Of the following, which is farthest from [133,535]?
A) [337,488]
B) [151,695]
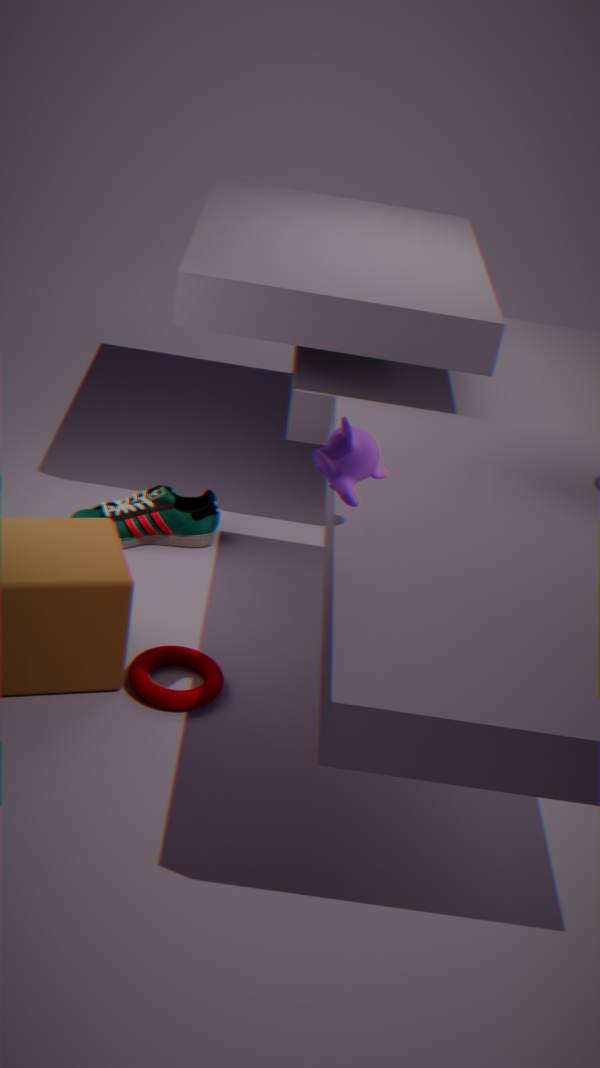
[337,488]
